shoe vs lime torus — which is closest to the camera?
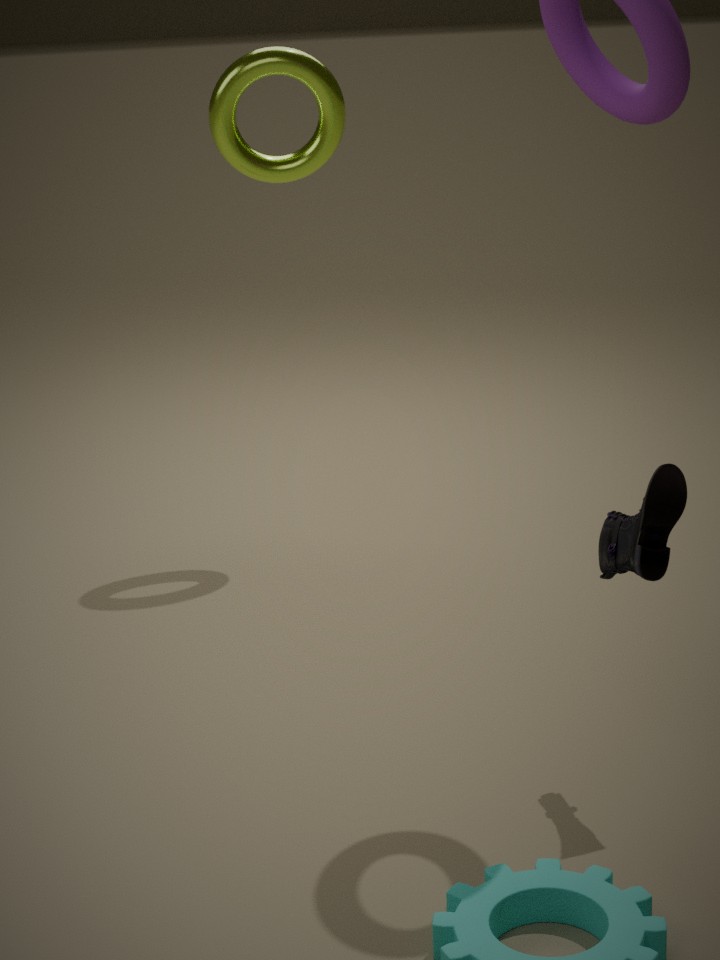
shoe
